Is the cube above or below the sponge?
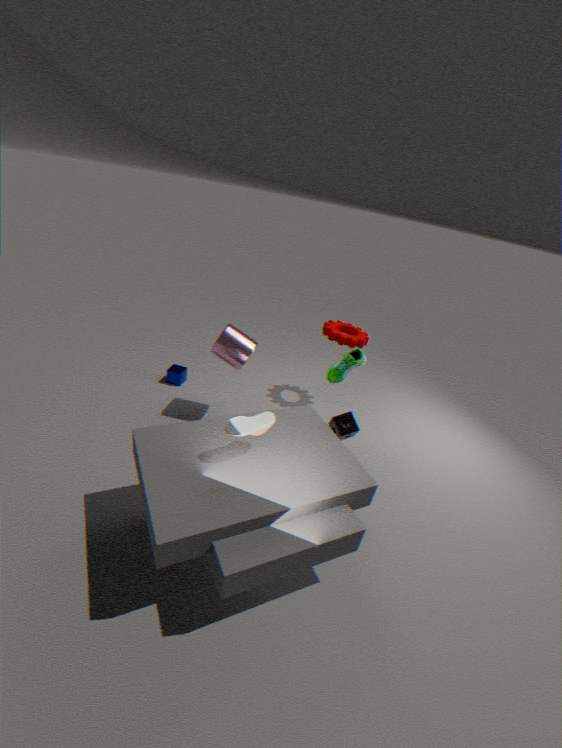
below
